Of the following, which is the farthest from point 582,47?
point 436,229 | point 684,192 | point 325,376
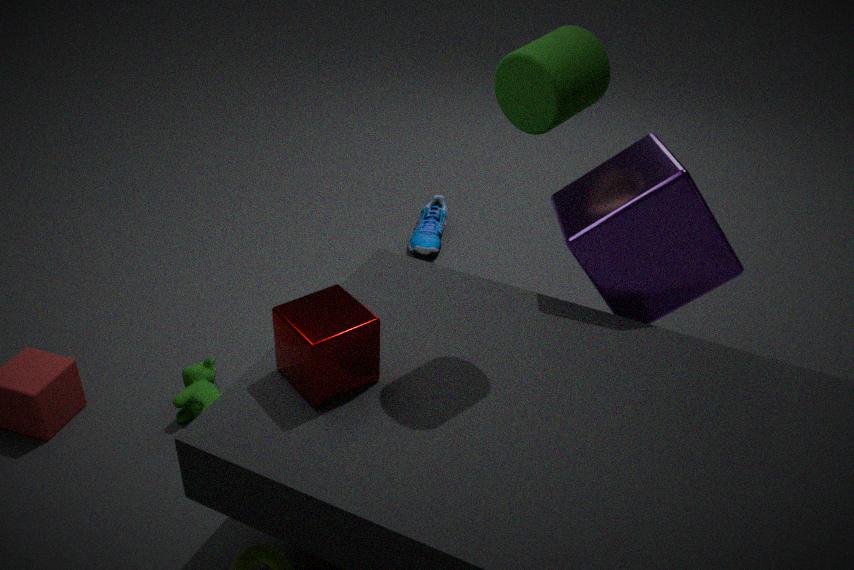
point 436,229
